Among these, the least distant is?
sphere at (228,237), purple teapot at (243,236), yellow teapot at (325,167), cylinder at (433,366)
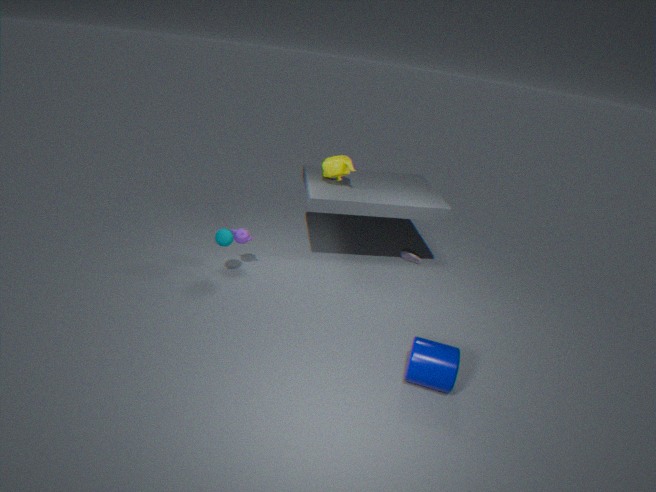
cylinder at (433,366)
